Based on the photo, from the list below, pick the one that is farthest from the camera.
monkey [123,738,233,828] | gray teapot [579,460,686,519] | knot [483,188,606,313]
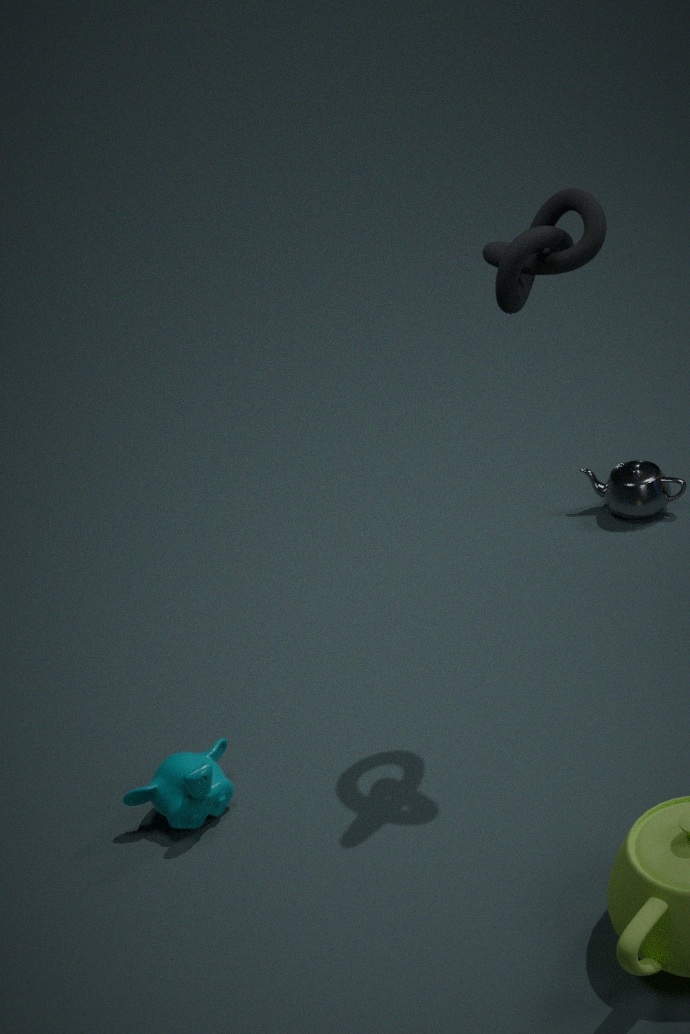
gray teapot [579,460,686,519]
